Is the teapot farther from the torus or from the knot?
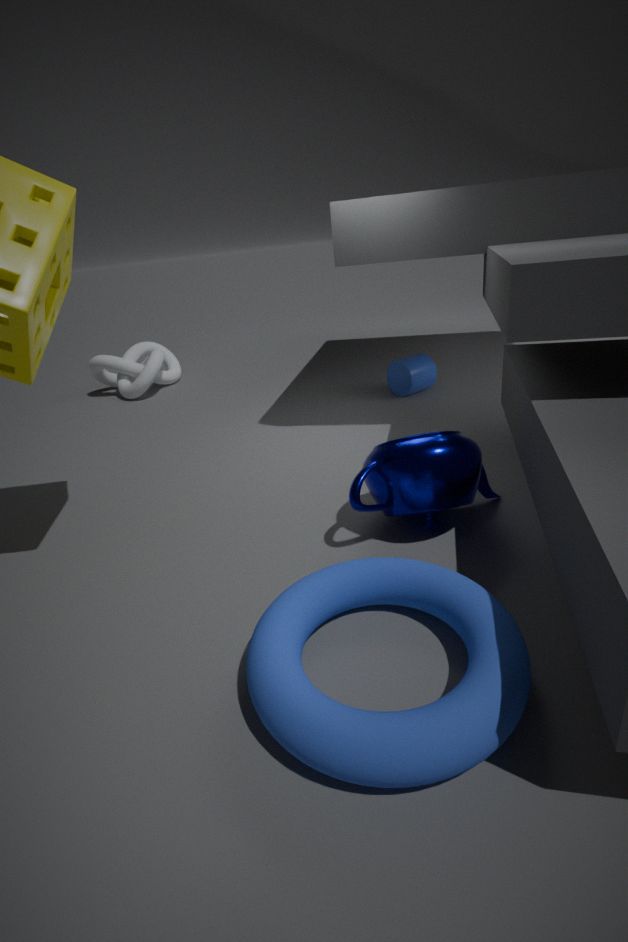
the knot
